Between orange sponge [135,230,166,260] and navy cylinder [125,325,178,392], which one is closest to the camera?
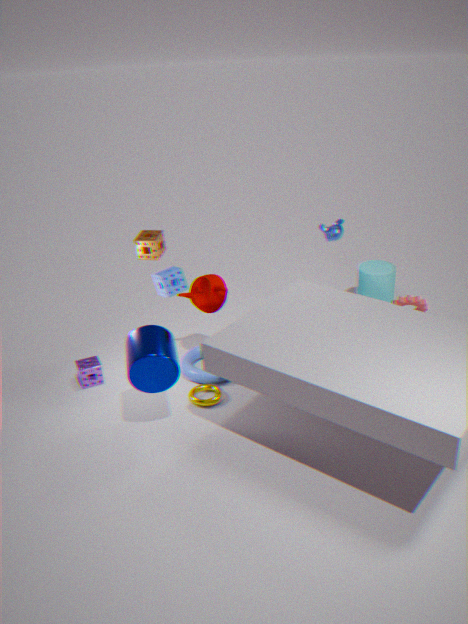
navy cylinder [125,325,178,392]
